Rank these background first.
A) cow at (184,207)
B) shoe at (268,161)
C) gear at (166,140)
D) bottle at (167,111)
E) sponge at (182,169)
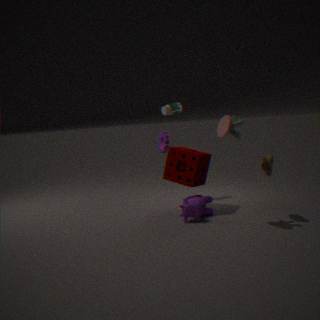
bottle at (167,111), gear at (166,140), sponge at (182,169), cow at (184,207), shoe at (268,161)
